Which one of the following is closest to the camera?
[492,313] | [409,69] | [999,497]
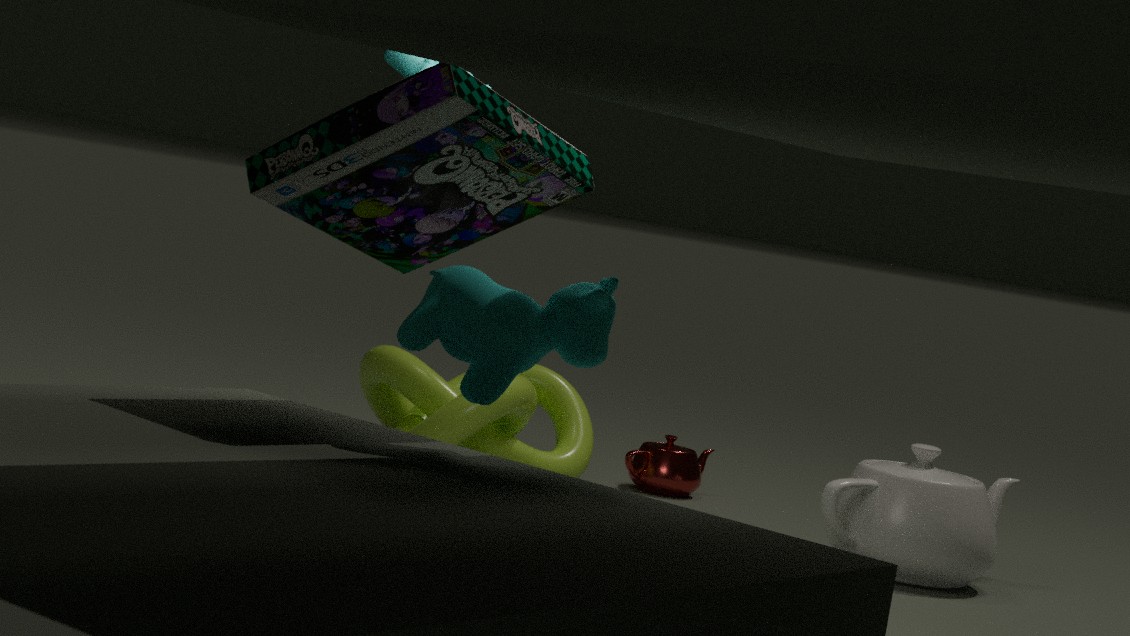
[492,313]
